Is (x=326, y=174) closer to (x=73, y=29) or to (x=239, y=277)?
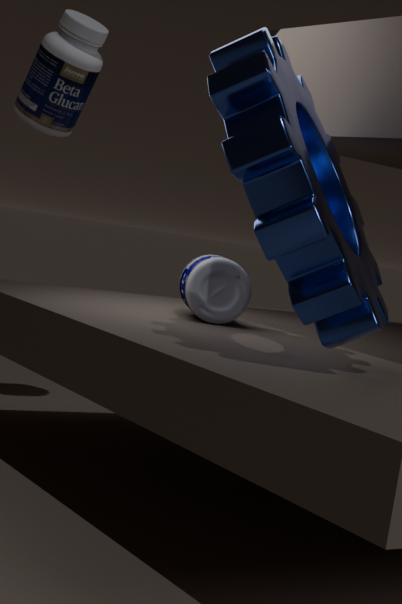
(x=239, y=277)
